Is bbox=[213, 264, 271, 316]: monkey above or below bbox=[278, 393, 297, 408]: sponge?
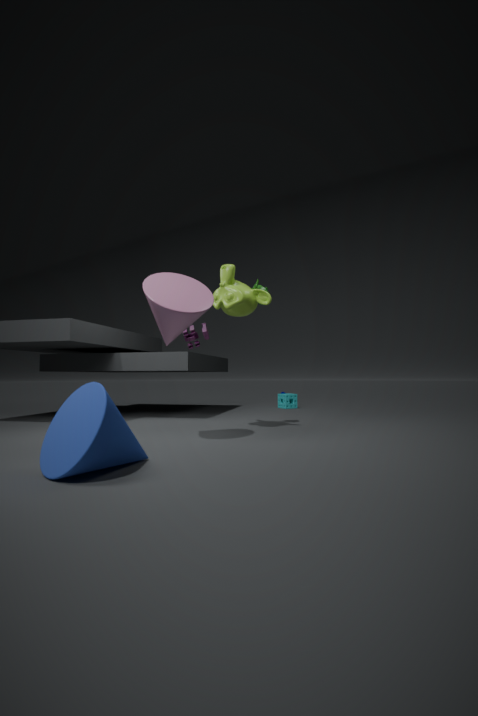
above
